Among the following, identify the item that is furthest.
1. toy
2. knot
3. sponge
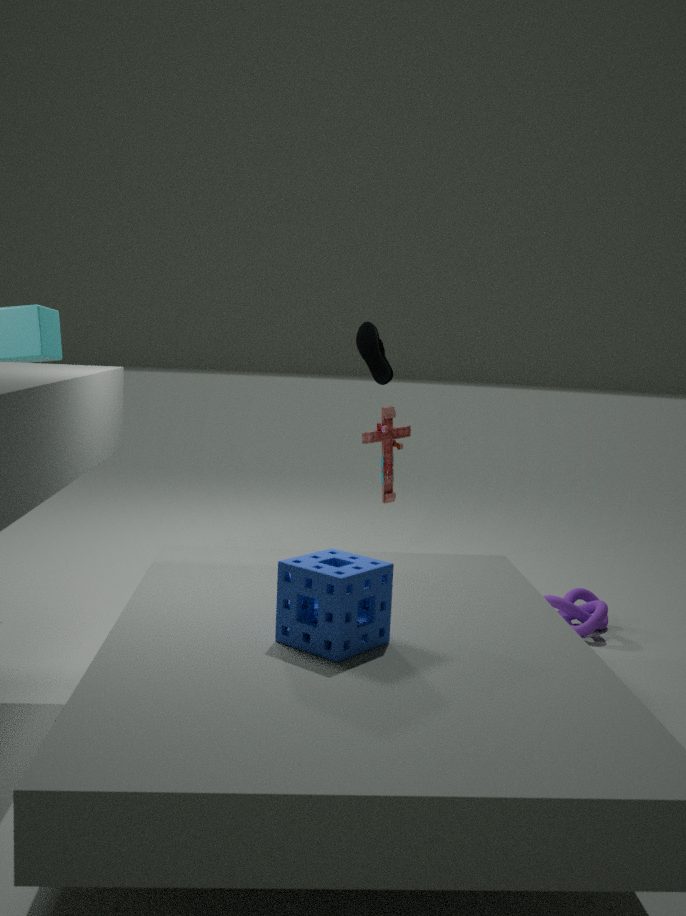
toy
